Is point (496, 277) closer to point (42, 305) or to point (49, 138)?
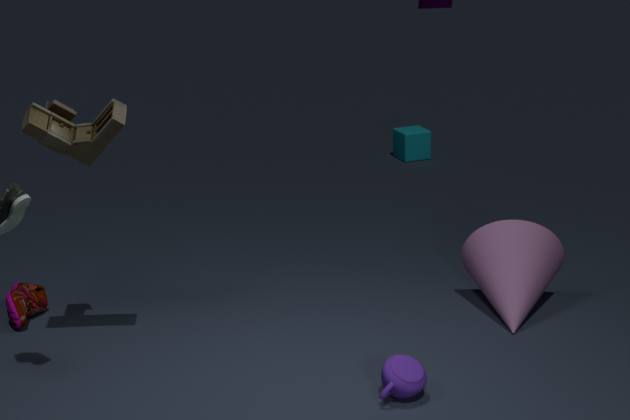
point (49, 138)
